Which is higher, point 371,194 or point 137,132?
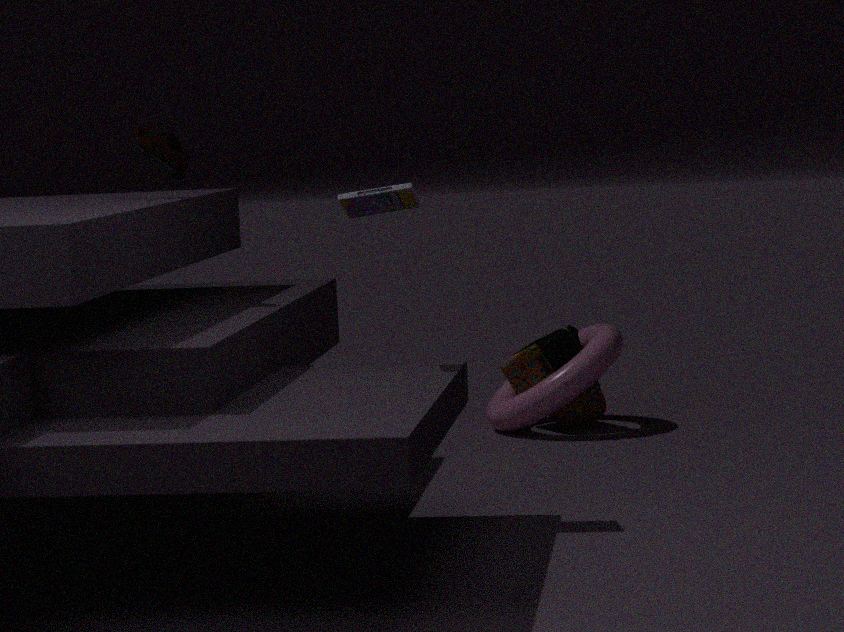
point 137,132
